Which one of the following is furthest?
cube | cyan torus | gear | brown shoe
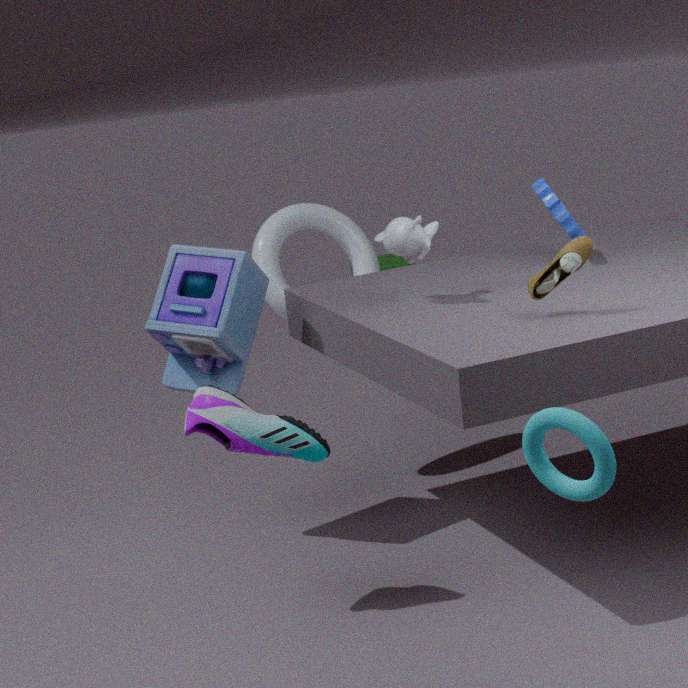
cube
